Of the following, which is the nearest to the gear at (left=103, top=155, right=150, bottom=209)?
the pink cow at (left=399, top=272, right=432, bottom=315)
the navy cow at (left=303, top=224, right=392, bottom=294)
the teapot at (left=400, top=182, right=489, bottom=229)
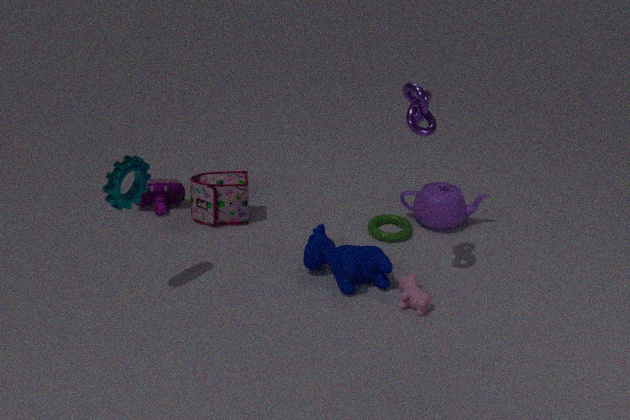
the navy cow at (left=303, top=224, right=392, bottom=294)
